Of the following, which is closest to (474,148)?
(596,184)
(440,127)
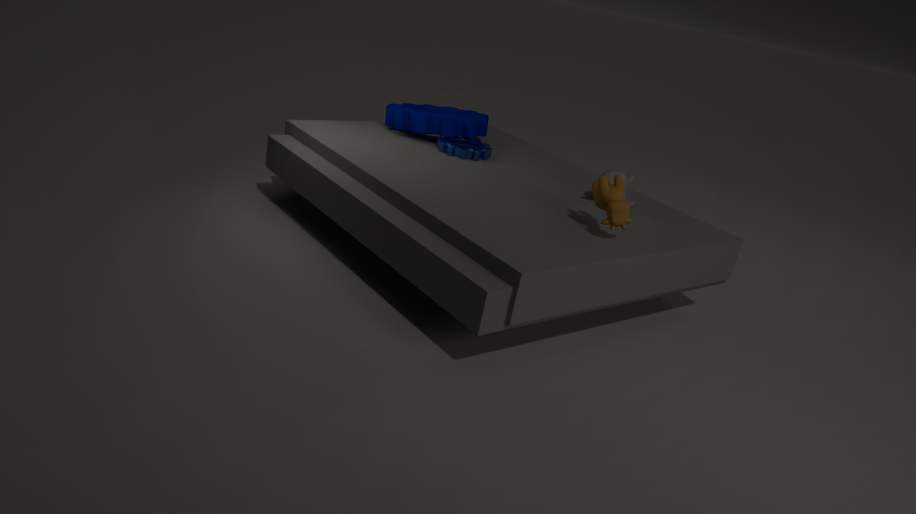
(440,127)
